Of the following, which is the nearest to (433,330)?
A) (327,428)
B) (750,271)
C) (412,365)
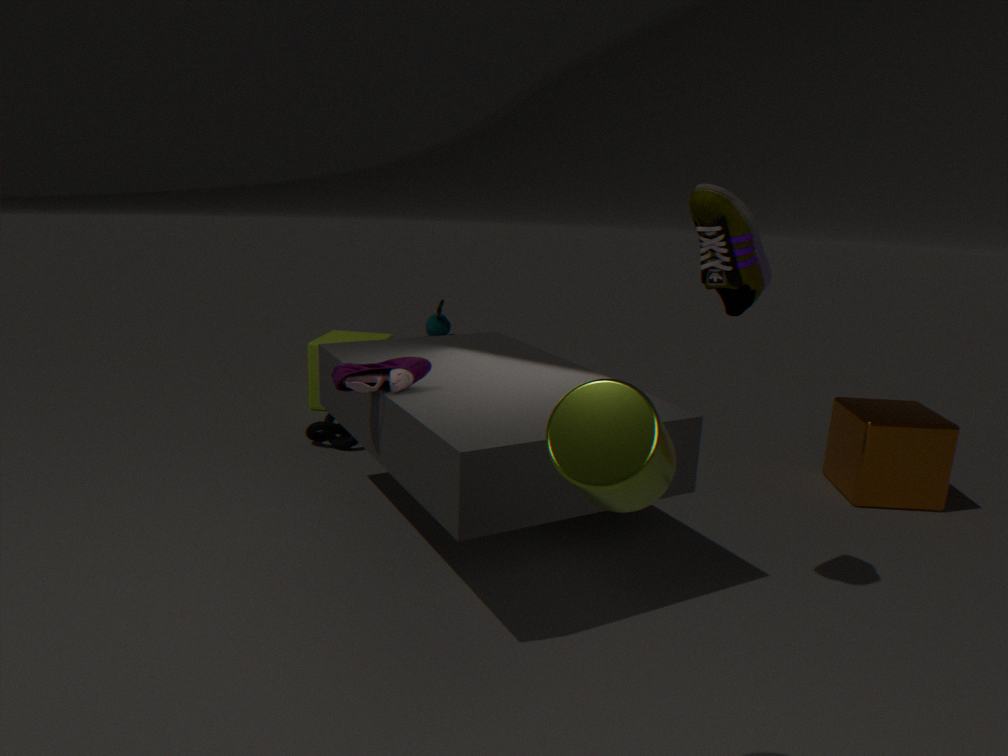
(327,428)
